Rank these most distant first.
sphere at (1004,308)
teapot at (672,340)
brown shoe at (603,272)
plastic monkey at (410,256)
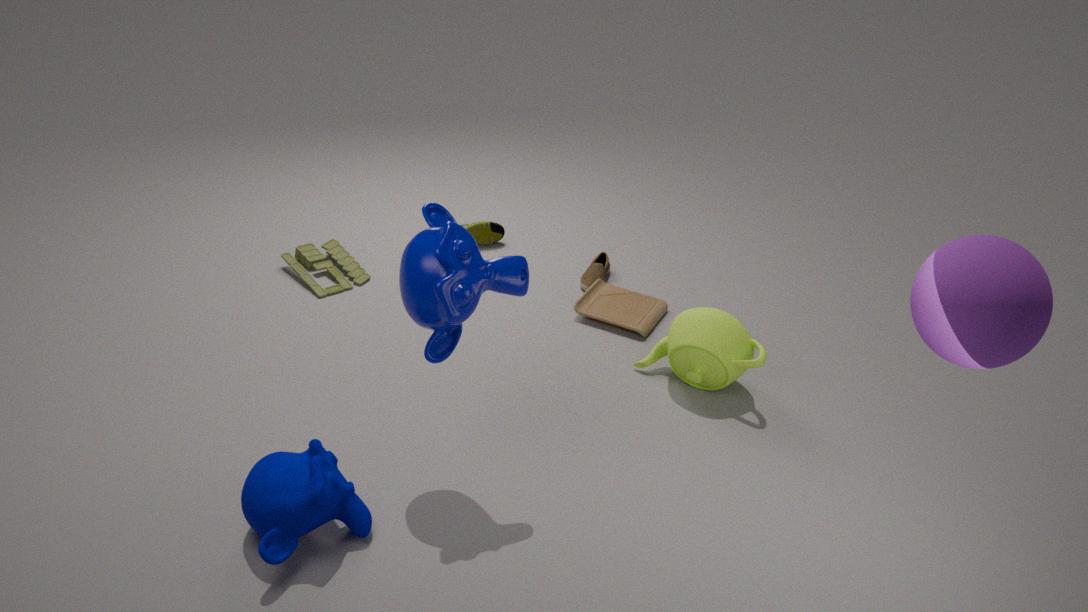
brown shoe at (603,272) < teapot at (672,340) < plastic monkey at (410,256) < sphere at (1004,308)
